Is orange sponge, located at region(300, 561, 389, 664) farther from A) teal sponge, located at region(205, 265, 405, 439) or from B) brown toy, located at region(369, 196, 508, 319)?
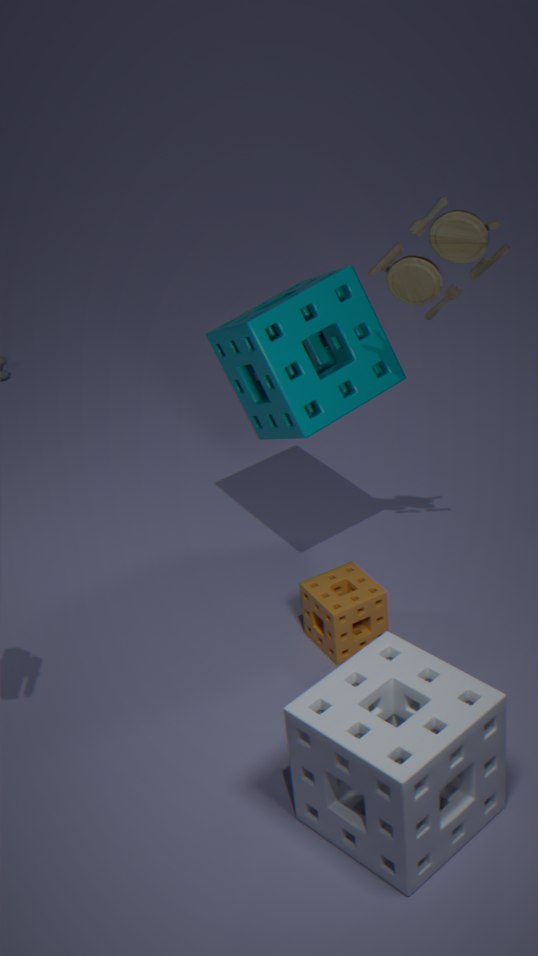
B) brown toy, located at region(369, 196, 508, 319)
